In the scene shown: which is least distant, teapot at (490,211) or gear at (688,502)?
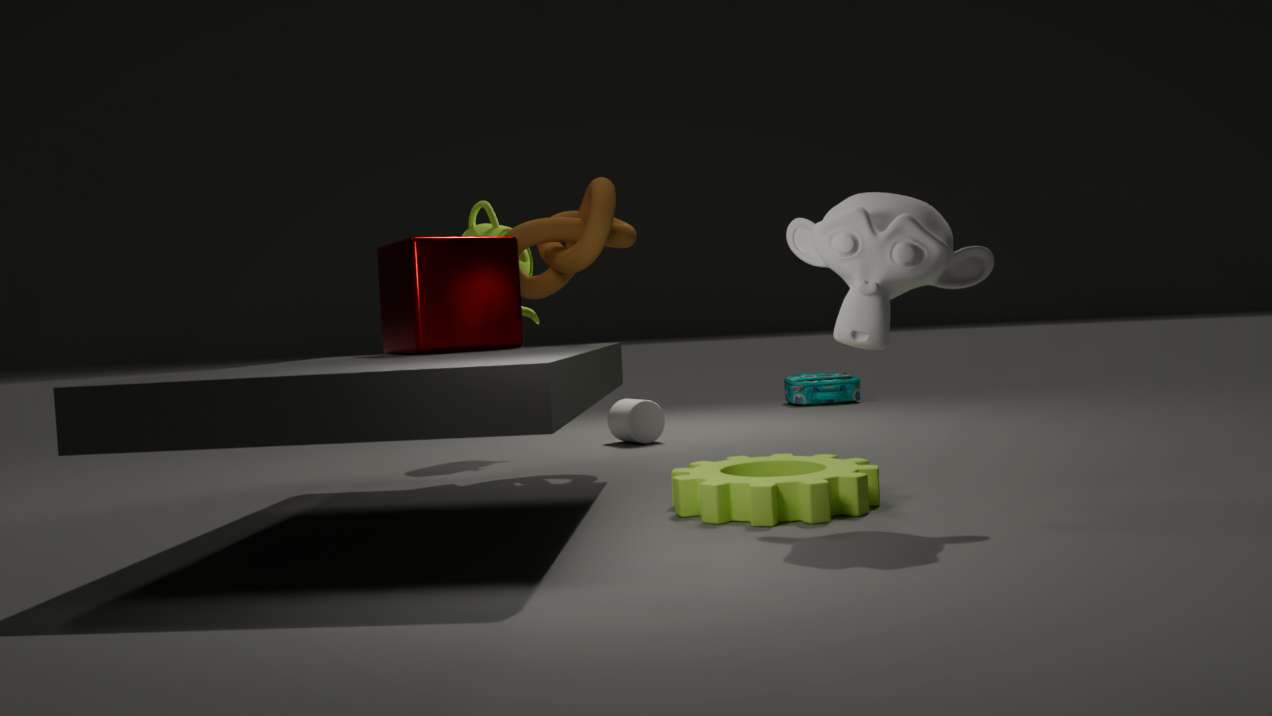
gear at (688,502)
